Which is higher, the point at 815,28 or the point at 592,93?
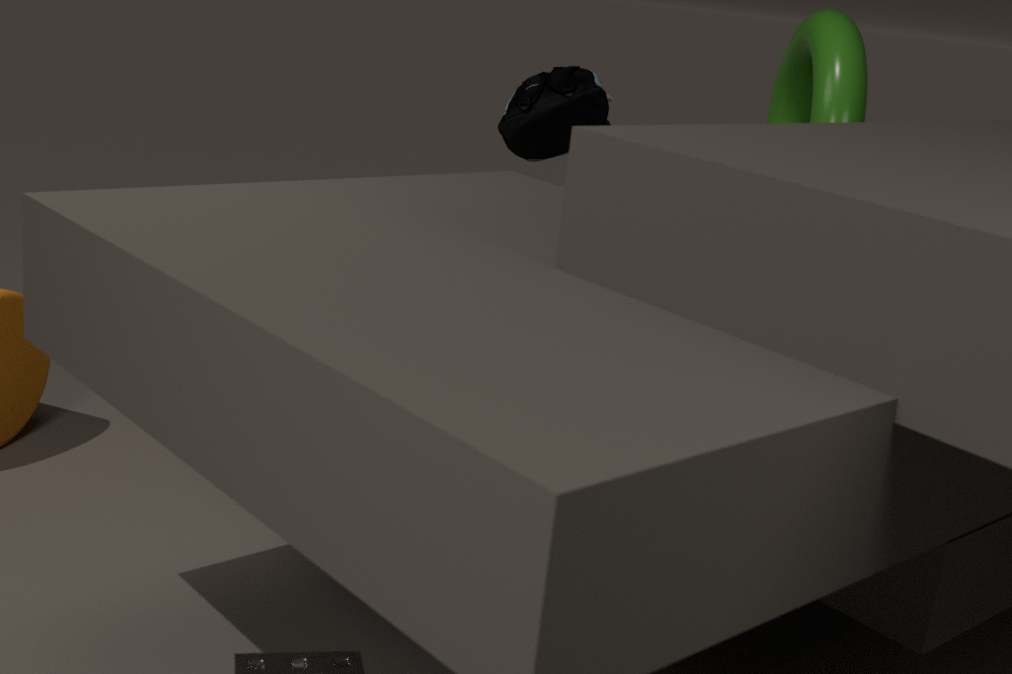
the point at 815,28
